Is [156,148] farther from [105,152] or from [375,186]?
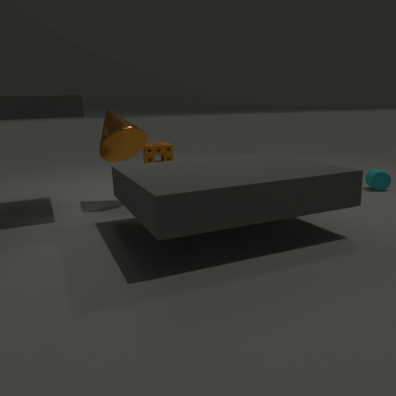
[375,186]
